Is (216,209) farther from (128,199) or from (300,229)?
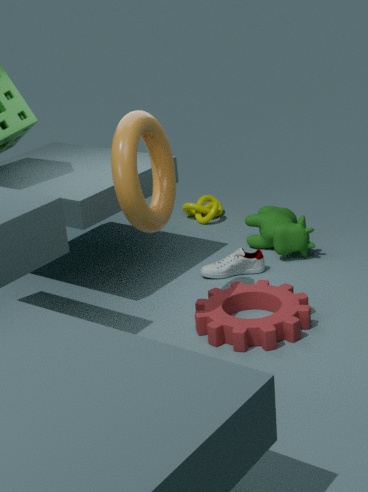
(128,199)
